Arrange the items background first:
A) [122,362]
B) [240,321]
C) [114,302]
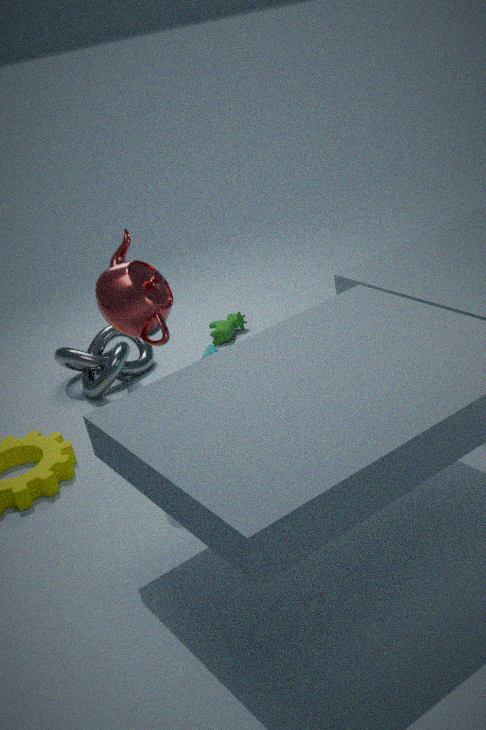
[240,321] < [122,362] < [114,302]
